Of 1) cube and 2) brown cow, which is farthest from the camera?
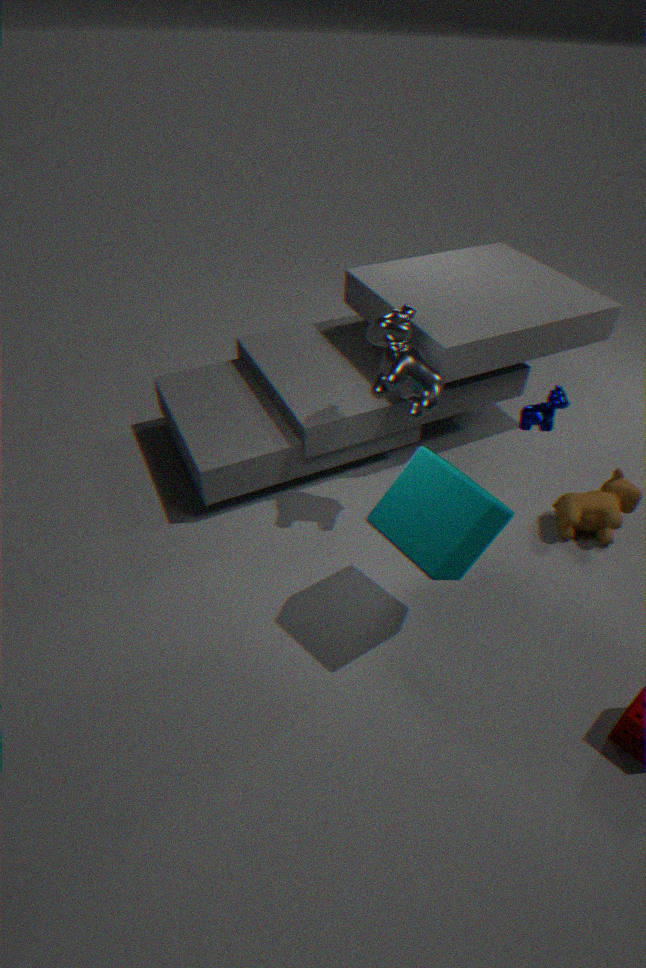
2. brown cow
